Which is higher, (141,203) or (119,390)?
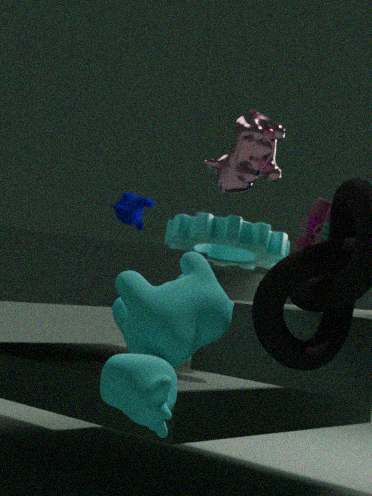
(141,203)
